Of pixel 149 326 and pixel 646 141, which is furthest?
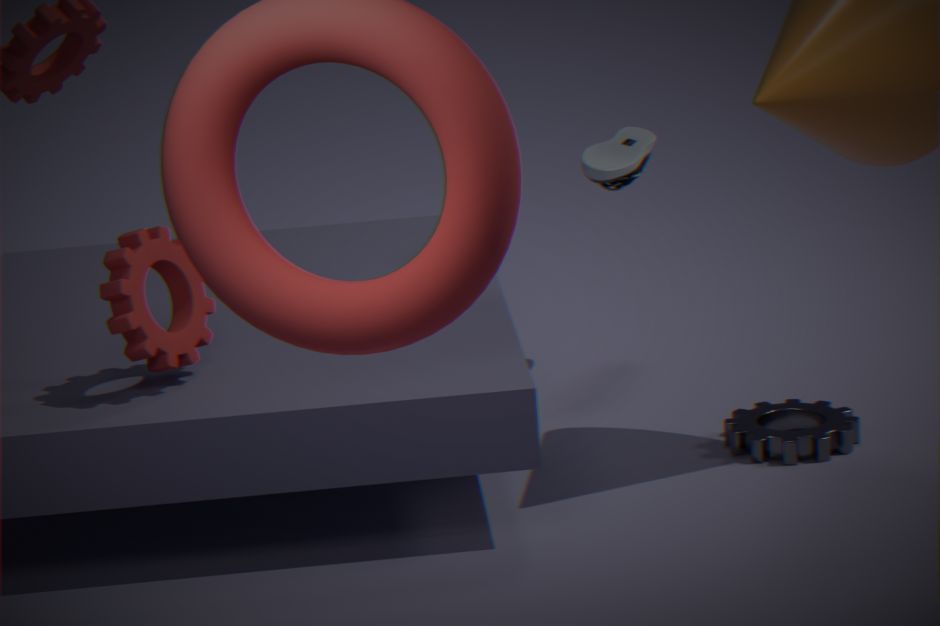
pixel 646 141
